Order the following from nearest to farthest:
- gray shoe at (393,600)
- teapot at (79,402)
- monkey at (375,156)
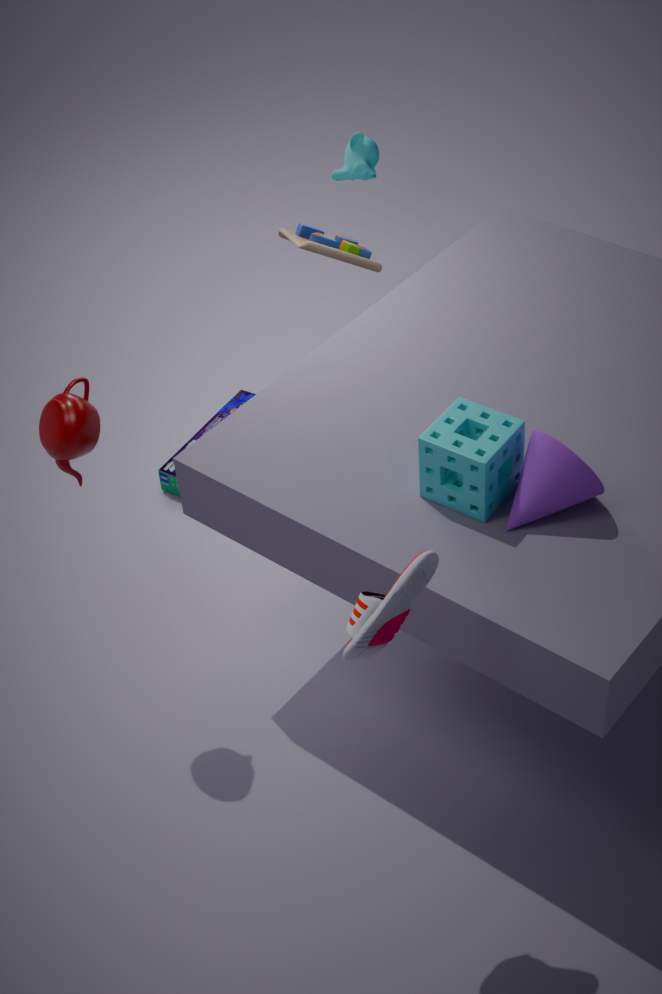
gray shoe at (393,600), teapot at (79,402), monkey at (375,156)
